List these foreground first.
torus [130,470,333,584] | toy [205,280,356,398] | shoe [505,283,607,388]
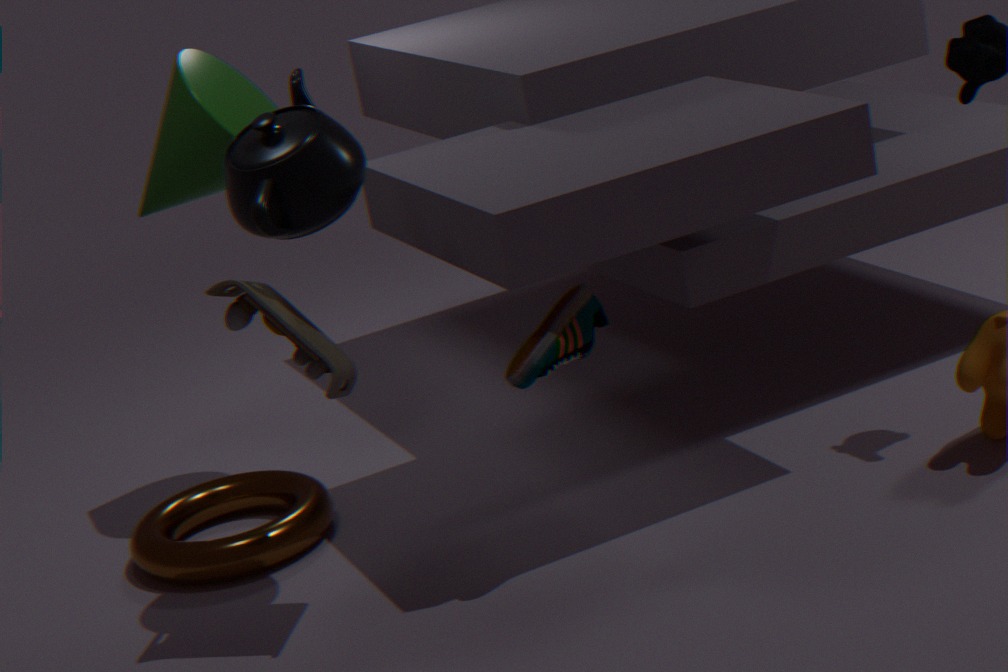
1. toy [205,280,356,398]
2. shoe [505,283,607,388]
3. torus [130,470,333,584]
